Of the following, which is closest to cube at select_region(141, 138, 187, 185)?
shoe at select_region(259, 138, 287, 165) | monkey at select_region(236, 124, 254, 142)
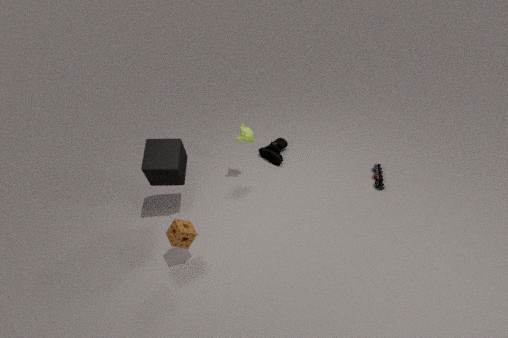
monkey at select_region(236, 124, 254, 142)
